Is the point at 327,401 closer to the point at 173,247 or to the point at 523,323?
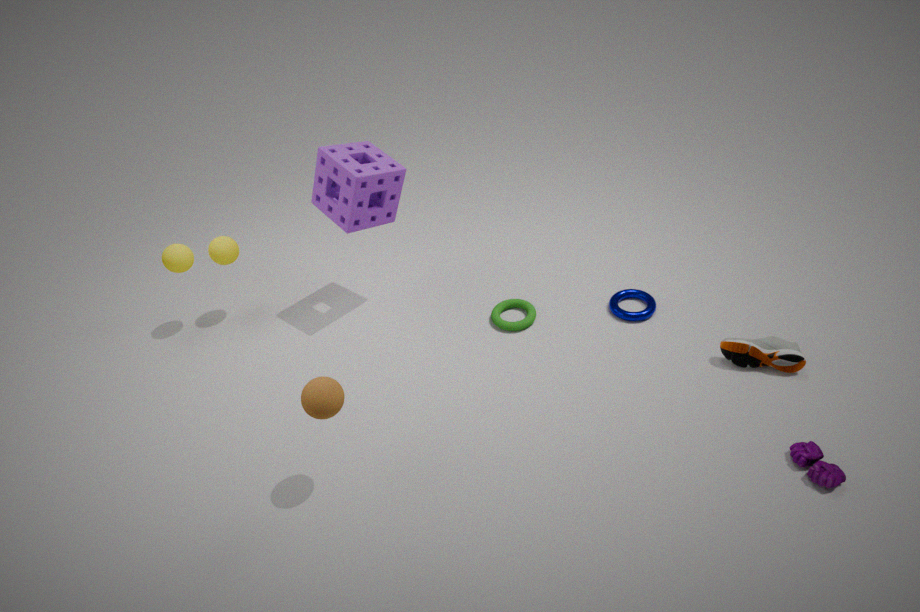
the point at 523,323
